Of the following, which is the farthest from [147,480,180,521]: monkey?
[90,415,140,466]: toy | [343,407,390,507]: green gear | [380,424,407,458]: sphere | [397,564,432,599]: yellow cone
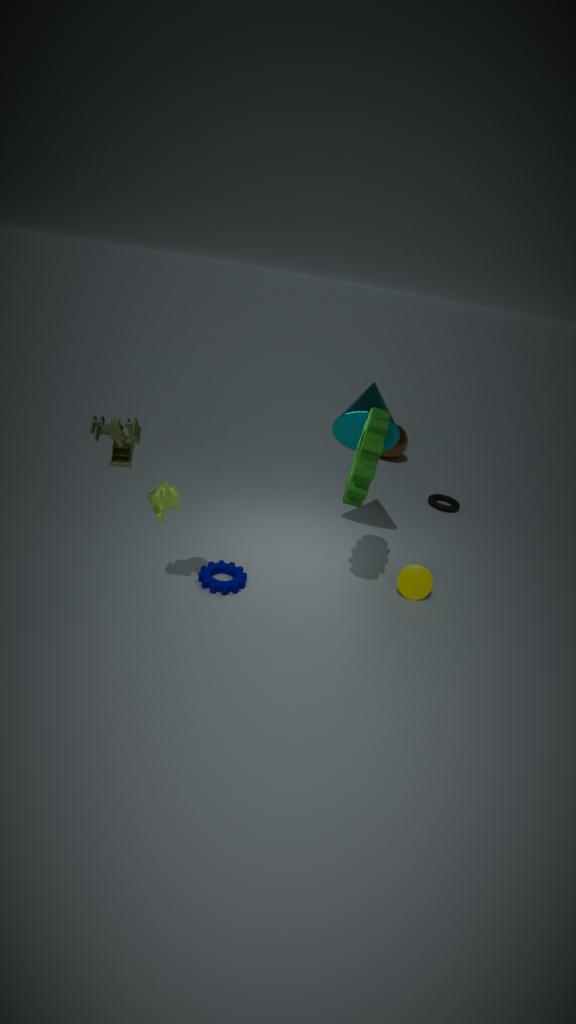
[380,424,407,458]: sphere
